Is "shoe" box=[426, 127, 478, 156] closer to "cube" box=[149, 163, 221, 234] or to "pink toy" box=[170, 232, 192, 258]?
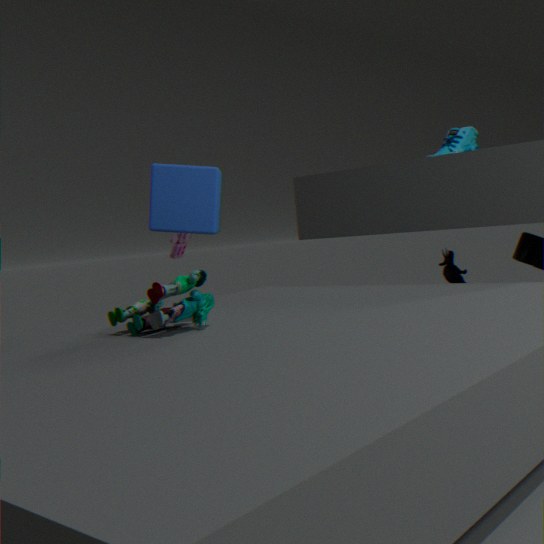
"pink toy" box=[170, 232, 192, 258]
